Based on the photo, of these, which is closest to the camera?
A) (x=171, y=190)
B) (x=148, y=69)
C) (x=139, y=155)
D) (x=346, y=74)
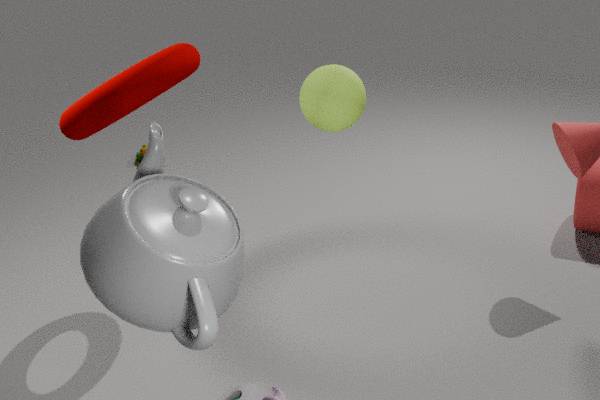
(x=171, y=190)
